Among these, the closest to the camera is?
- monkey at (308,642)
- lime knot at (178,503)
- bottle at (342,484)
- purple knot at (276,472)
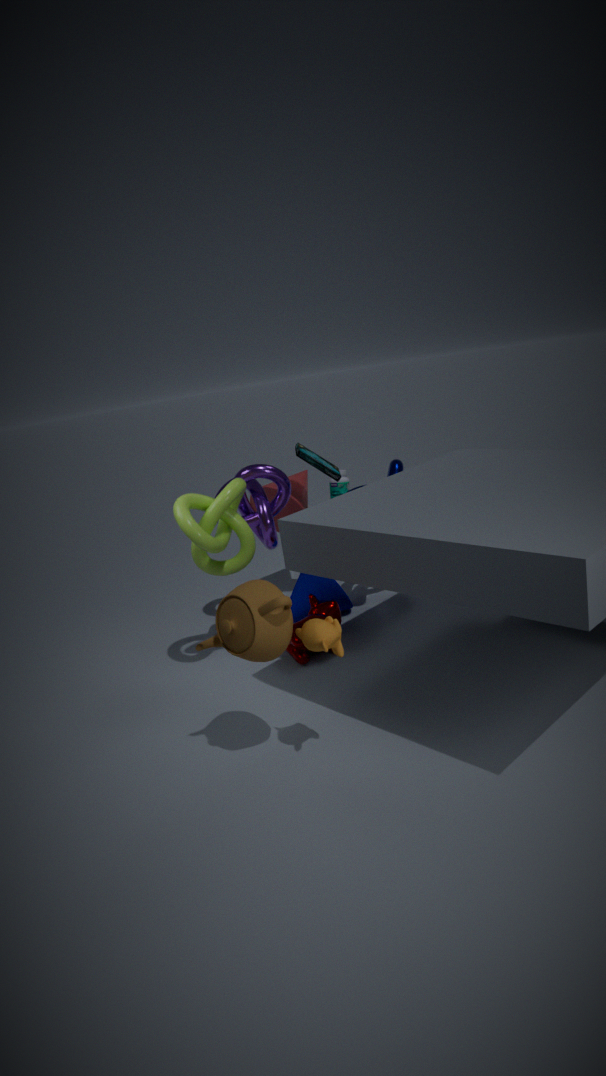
monkey at (308,642)
